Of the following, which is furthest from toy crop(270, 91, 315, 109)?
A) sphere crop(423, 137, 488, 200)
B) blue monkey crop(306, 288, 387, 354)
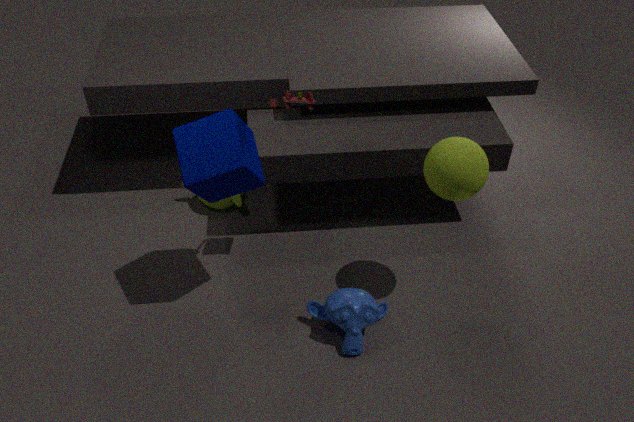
blue monkey crop(306, 288, 387, 354)
